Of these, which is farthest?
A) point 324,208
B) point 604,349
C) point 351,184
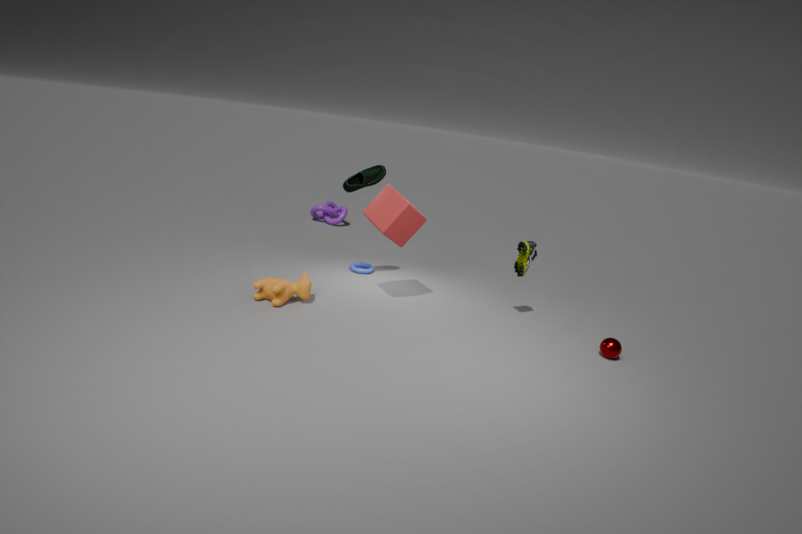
A. point 324,208
